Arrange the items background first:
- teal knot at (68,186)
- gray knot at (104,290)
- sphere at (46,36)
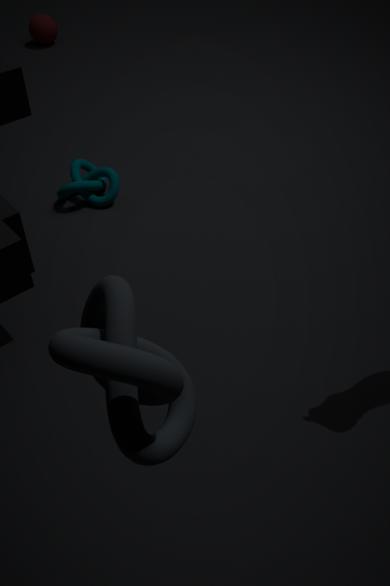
sphere at (46,36)
teal knot at (68,186)
gray knot at (104,290)
